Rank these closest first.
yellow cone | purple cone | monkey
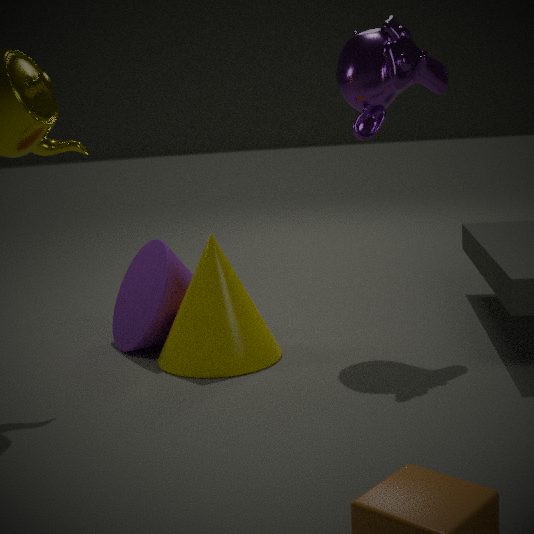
yellow cone → monkey → purple cone
